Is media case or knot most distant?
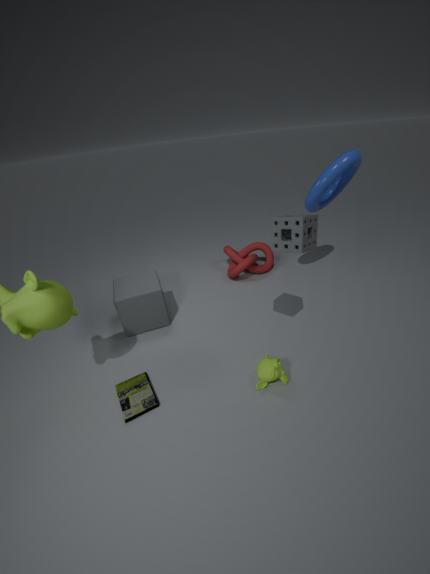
knot
